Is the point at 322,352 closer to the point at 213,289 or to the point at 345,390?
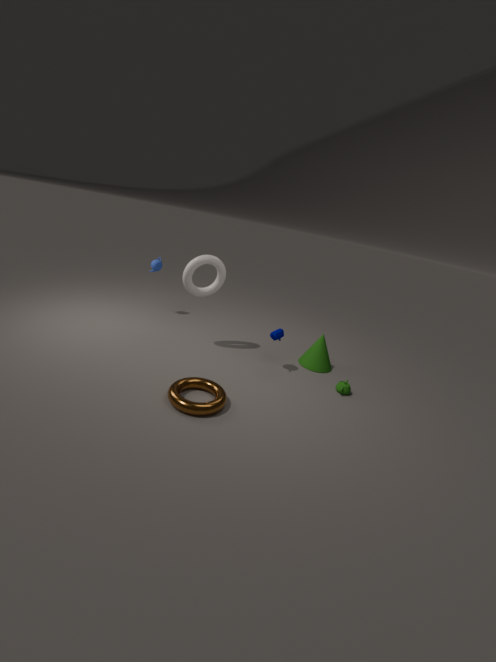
the point at 345,390
